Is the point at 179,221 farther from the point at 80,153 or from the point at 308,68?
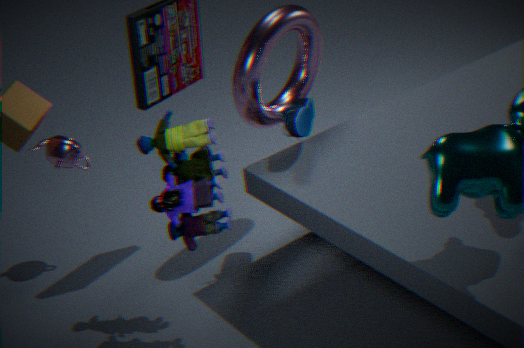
the point at 80,153
